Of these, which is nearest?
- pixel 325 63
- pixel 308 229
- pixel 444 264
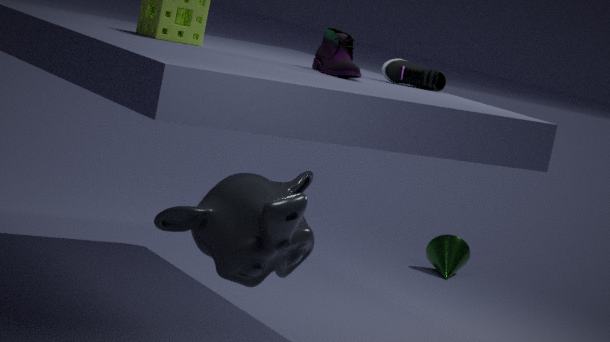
pixel 308 229
